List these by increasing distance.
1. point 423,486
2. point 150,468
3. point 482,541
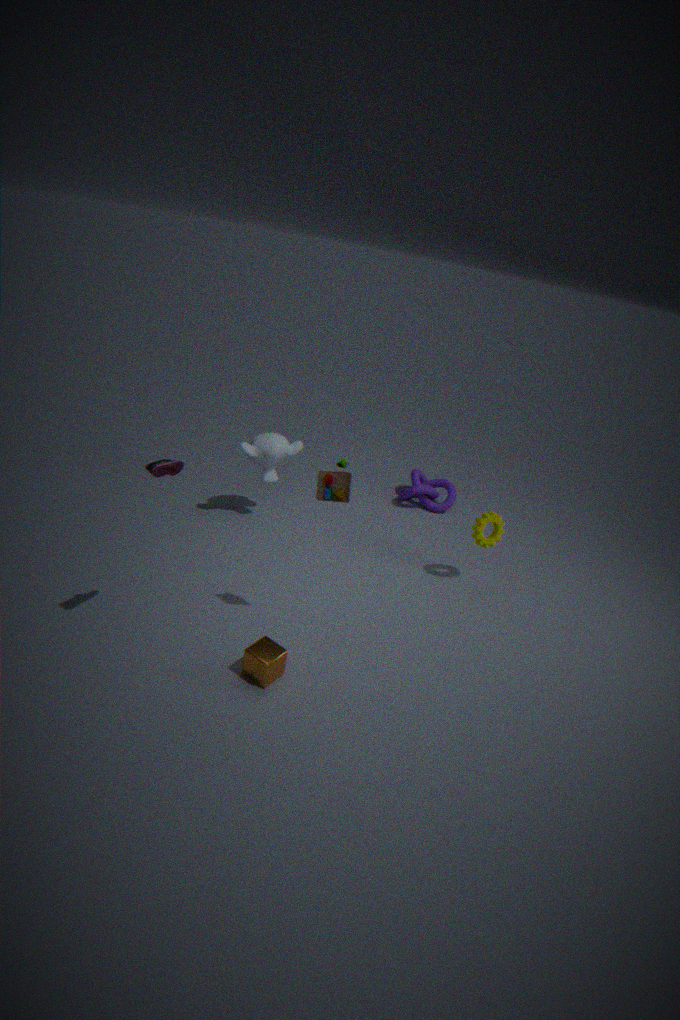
point 150,468, point 482,541, point 423,486
